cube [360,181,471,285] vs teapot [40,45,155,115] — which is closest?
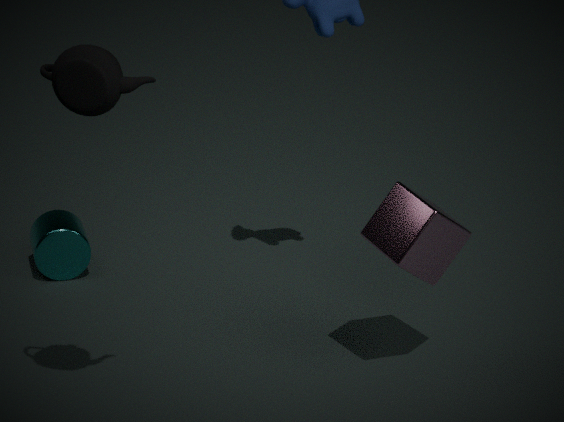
teapot [40,45,155,115]
